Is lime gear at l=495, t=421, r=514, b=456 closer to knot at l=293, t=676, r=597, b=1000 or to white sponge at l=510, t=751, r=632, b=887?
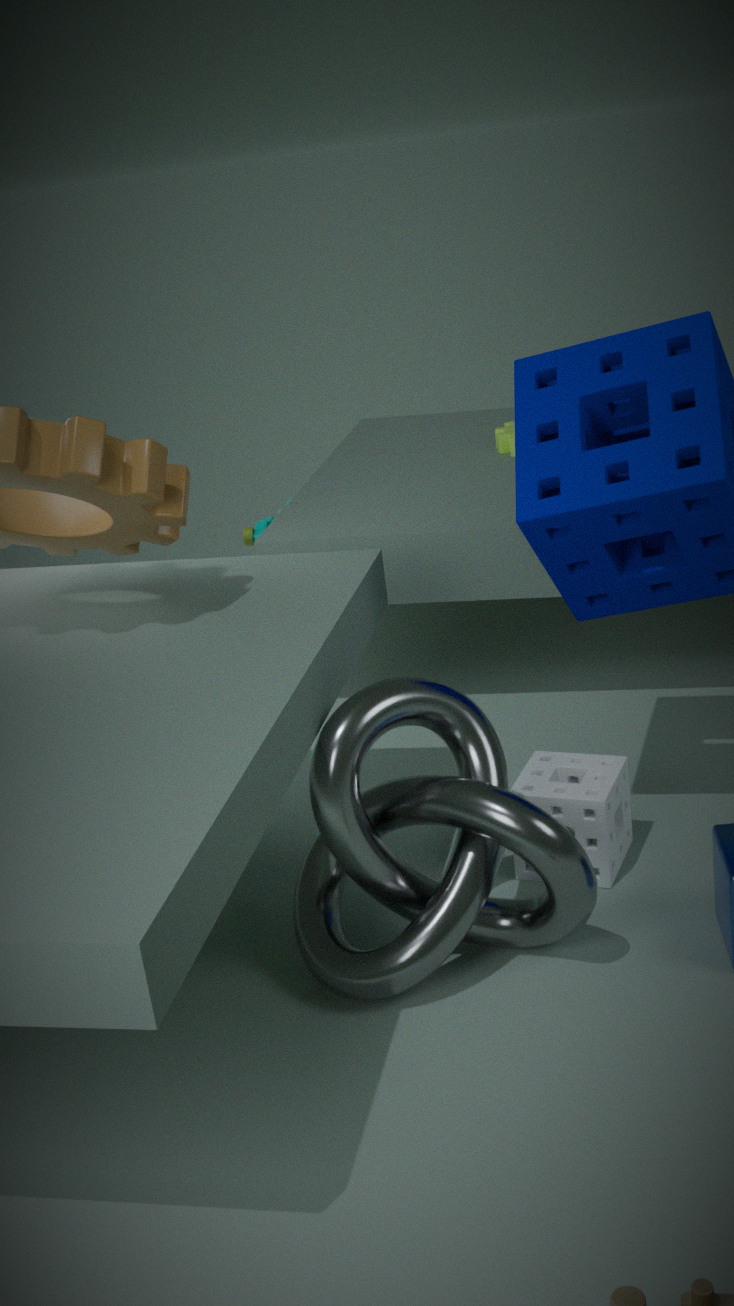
white sponge at l=510, t=751, r=632, b=887
